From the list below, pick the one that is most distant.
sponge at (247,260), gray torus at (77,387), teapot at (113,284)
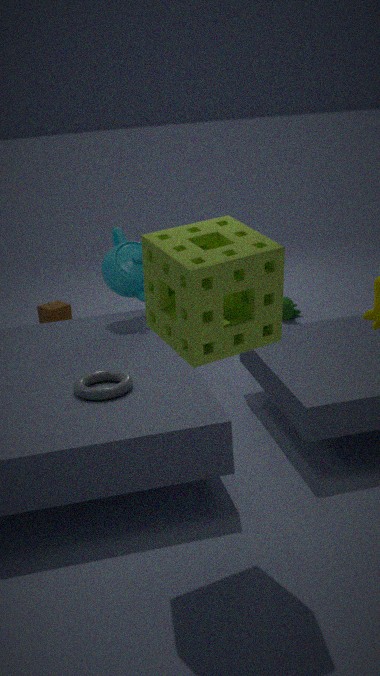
teapot at (113,284)
